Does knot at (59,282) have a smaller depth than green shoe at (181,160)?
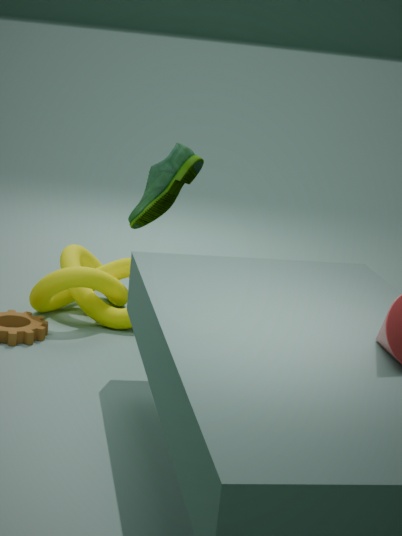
Yes
